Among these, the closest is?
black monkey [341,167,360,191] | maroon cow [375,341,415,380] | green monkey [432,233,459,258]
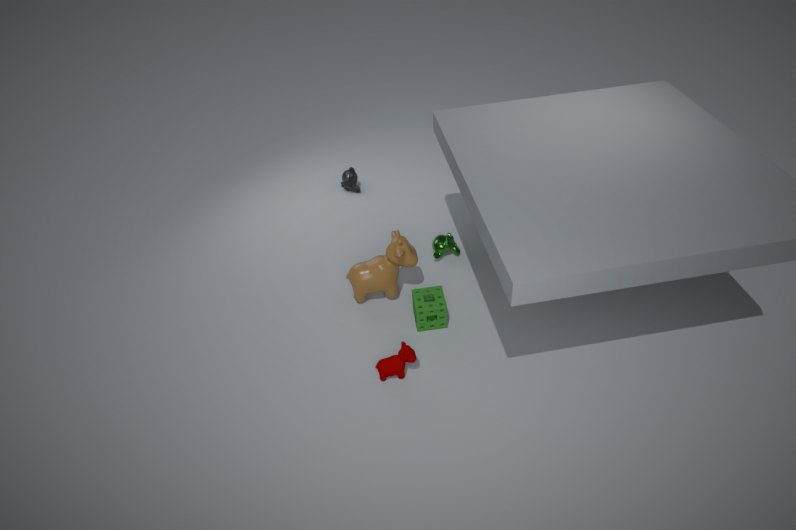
maroon cow [375,341,415,380]
